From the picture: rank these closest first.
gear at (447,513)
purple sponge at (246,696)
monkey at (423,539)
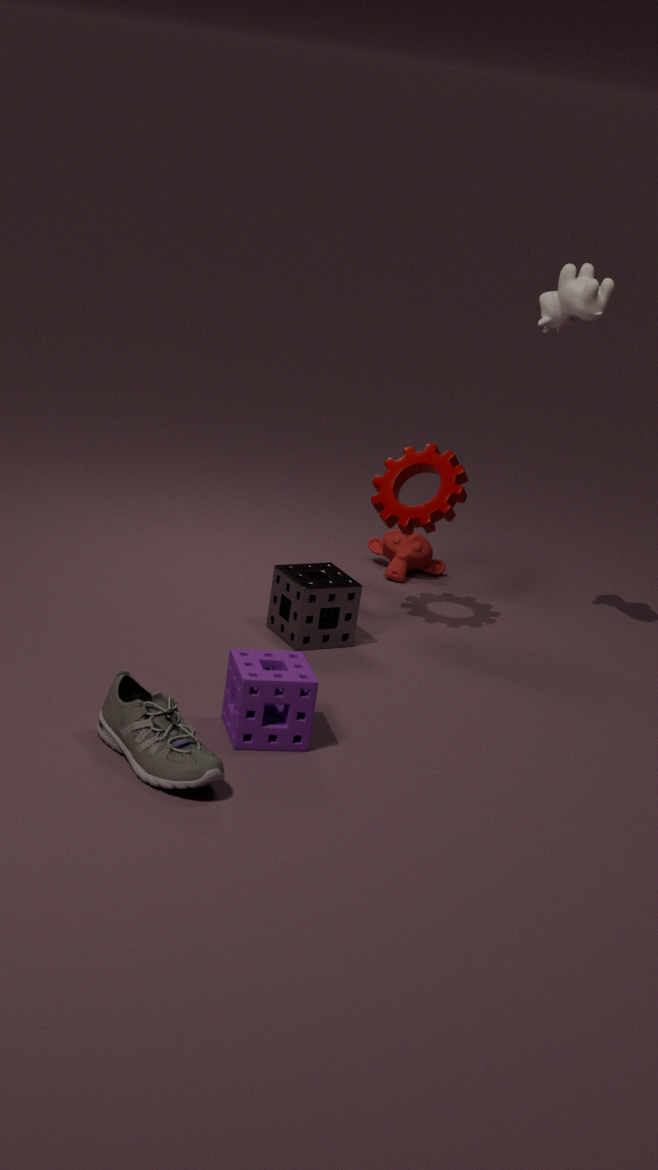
purple sponge at (246,696) → gear at (447,513) → monkey at (423,539)
